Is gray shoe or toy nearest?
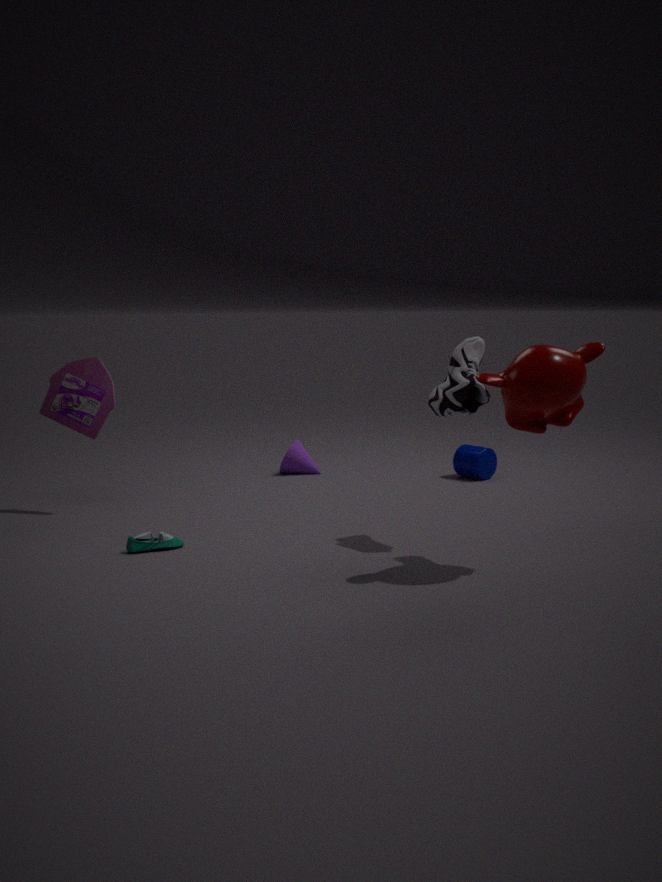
gray shoe
